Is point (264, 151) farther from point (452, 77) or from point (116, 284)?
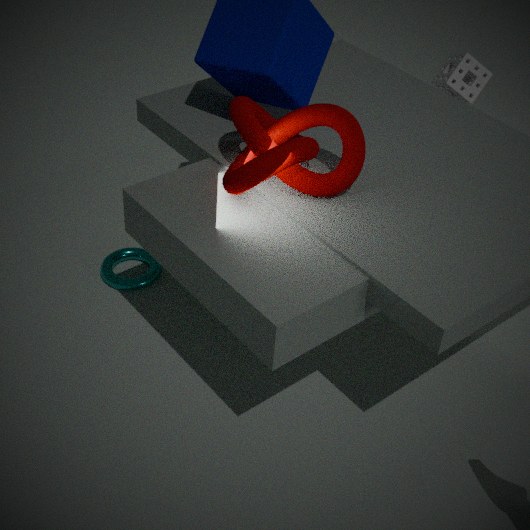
point (452, 77)
